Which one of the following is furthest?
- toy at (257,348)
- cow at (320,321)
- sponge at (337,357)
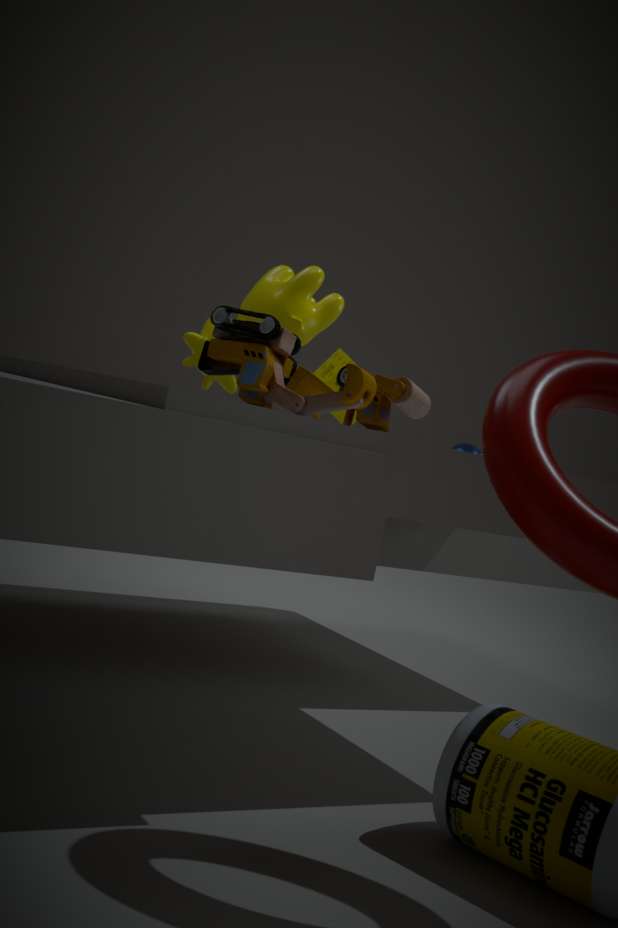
sponge at (337,357)
